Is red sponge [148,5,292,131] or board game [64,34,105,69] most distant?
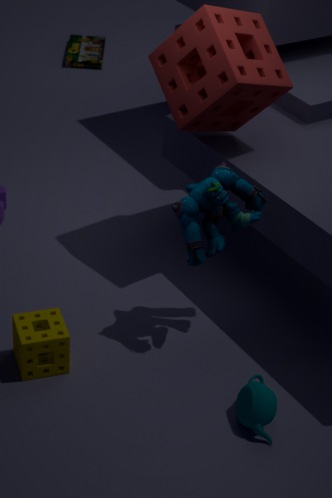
board game [64,34,105,69]
